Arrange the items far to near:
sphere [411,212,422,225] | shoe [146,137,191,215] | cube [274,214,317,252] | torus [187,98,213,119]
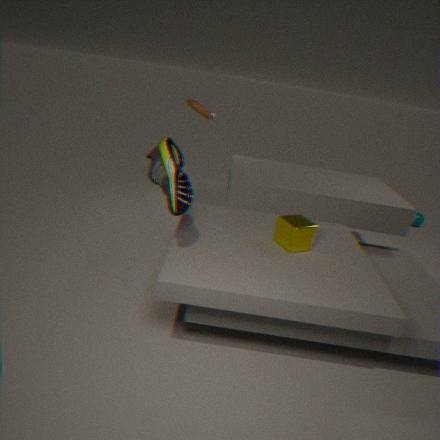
sphere [411,212,422,225] < torus [187,98,213,119] < cube [274,214,317,252] < shoe [146,137,191,215]
